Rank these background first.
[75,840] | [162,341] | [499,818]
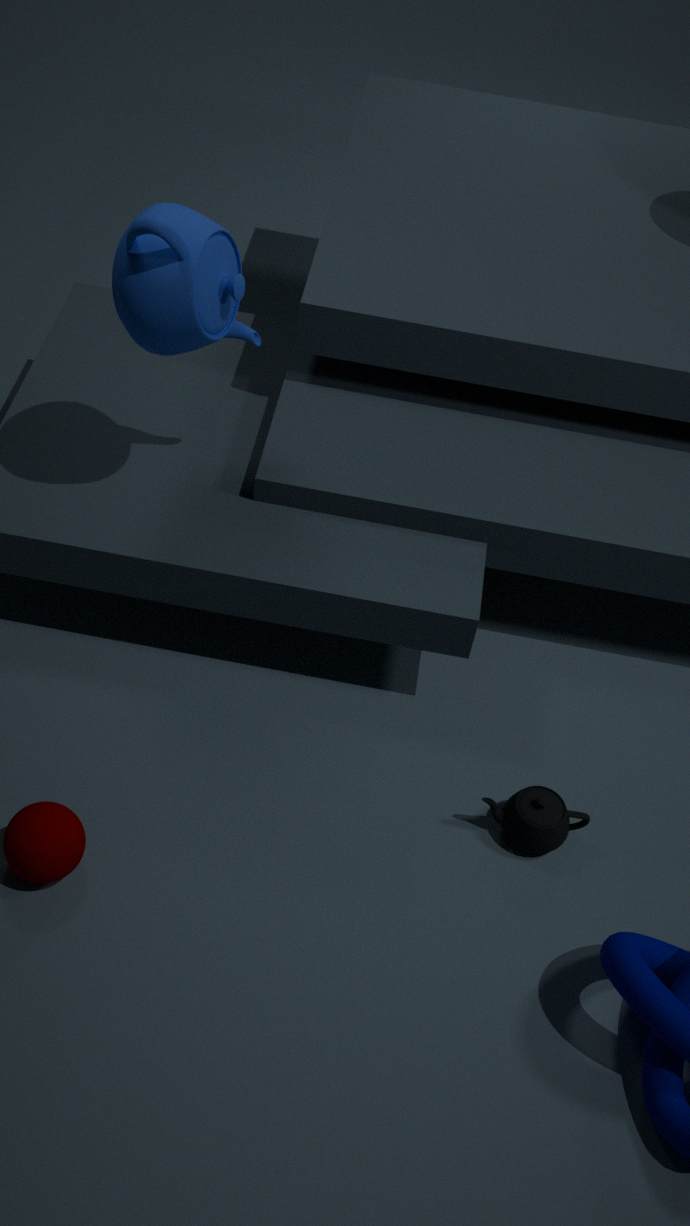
1. [499,818]
2. [162,341]
3. [75,840]
